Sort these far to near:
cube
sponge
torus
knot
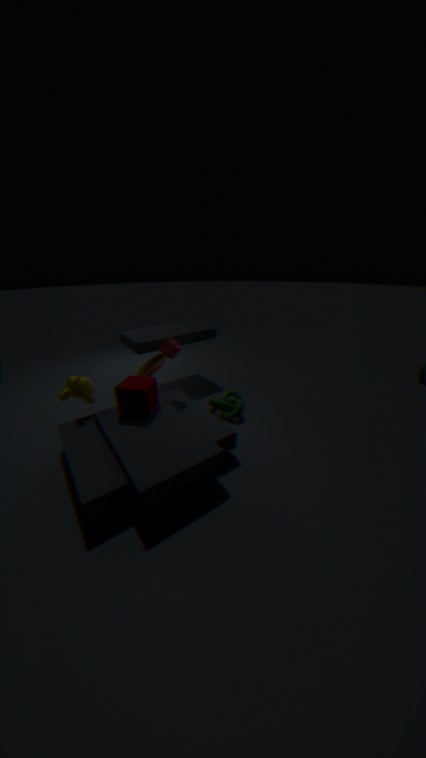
torus, knot, sponge, cube
